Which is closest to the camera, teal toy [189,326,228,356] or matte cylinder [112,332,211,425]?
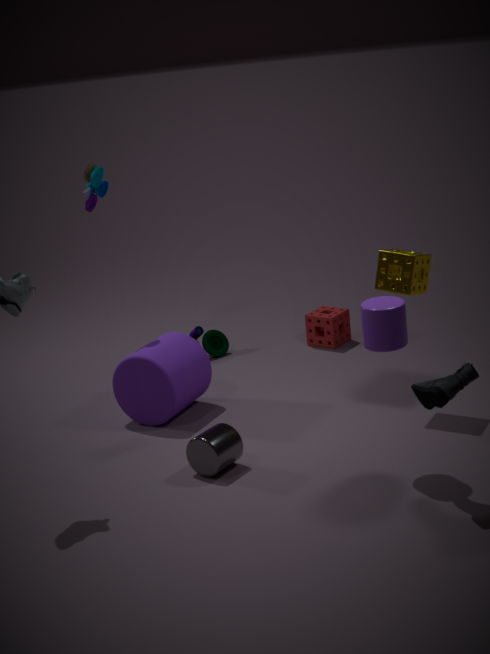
matte cylinder [112,332,211,425]
